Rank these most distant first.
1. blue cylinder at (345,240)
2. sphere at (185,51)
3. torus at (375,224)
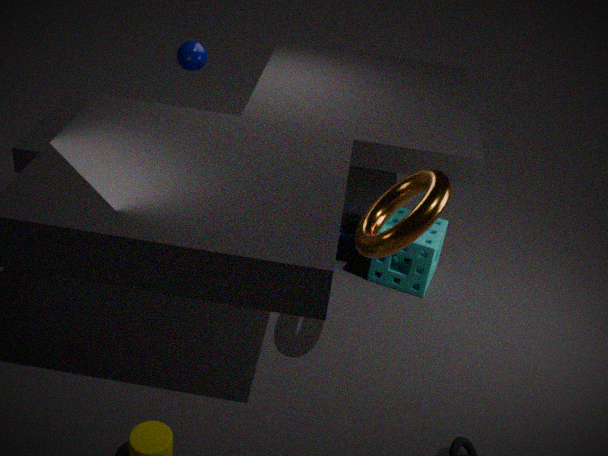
blue cylinder at (345,240) → sphere at (185,51) → torus at (375,224)
